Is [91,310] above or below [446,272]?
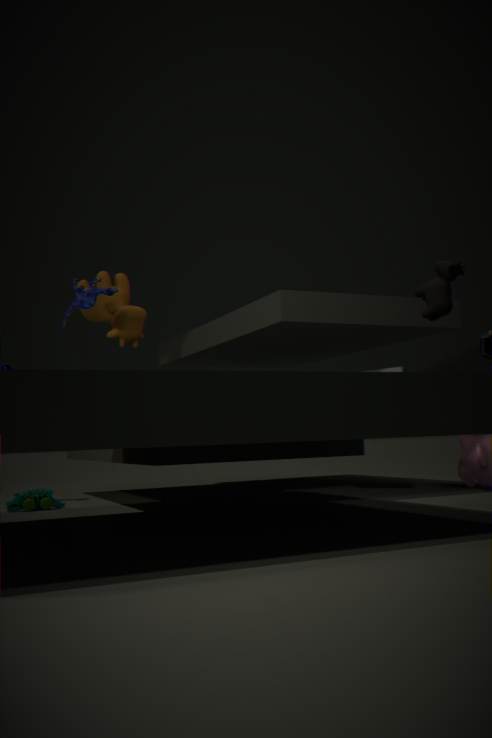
above
